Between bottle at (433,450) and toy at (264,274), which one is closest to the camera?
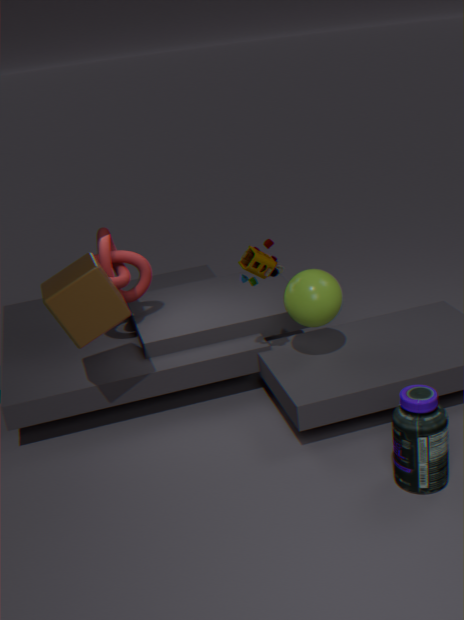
bottle at (433,450)
